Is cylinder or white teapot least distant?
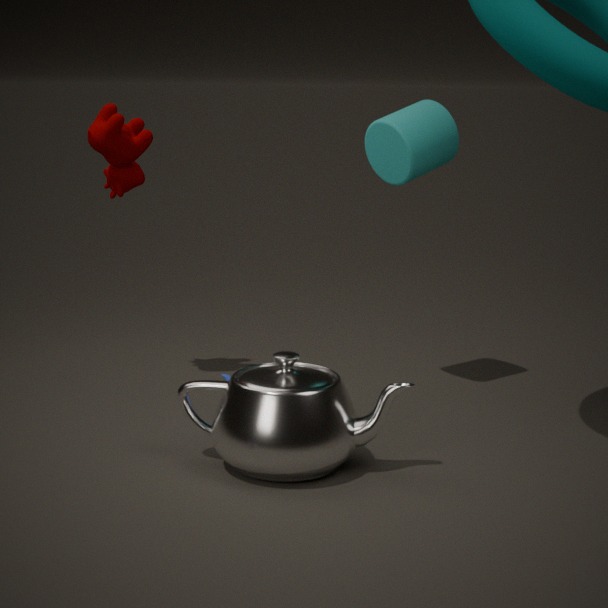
white teapot
